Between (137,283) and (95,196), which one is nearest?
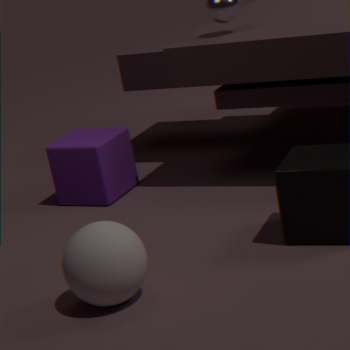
(137,283)
